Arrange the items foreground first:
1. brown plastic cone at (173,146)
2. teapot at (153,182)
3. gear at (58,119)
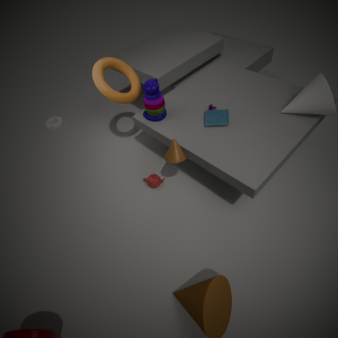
brown plastic cone at (173,146), teapot at (153,182), gear at (58,119)
